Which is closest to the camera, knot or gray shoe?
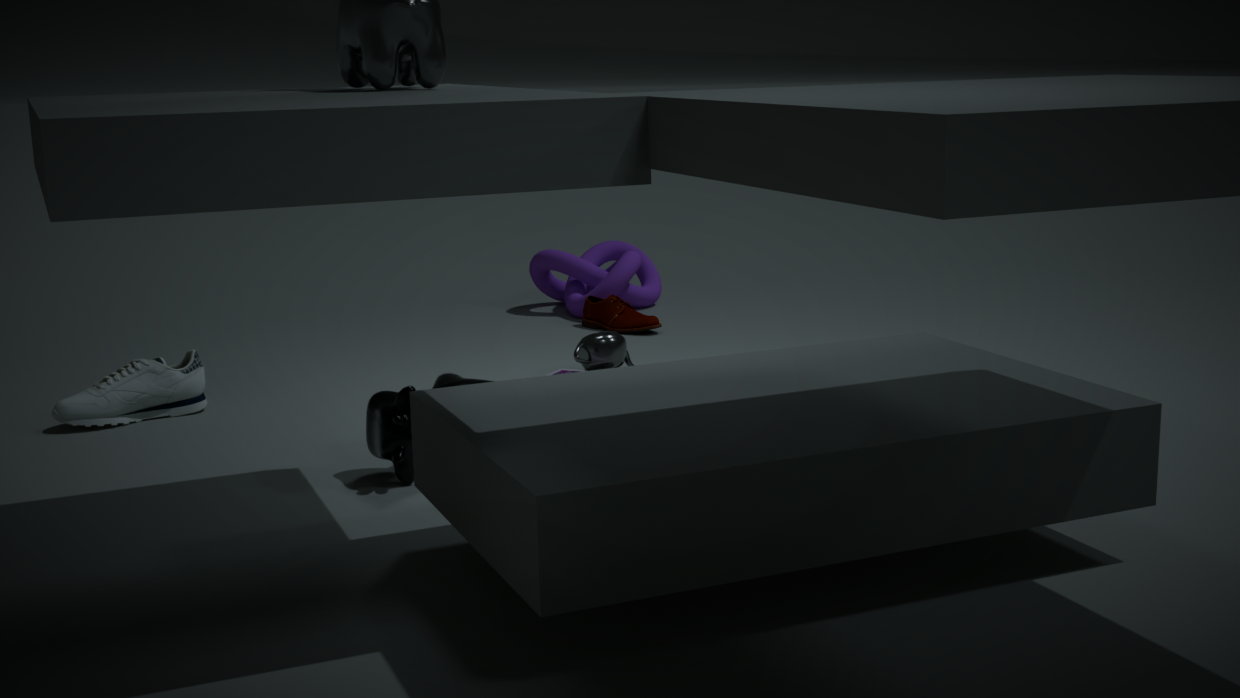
gray shoe
